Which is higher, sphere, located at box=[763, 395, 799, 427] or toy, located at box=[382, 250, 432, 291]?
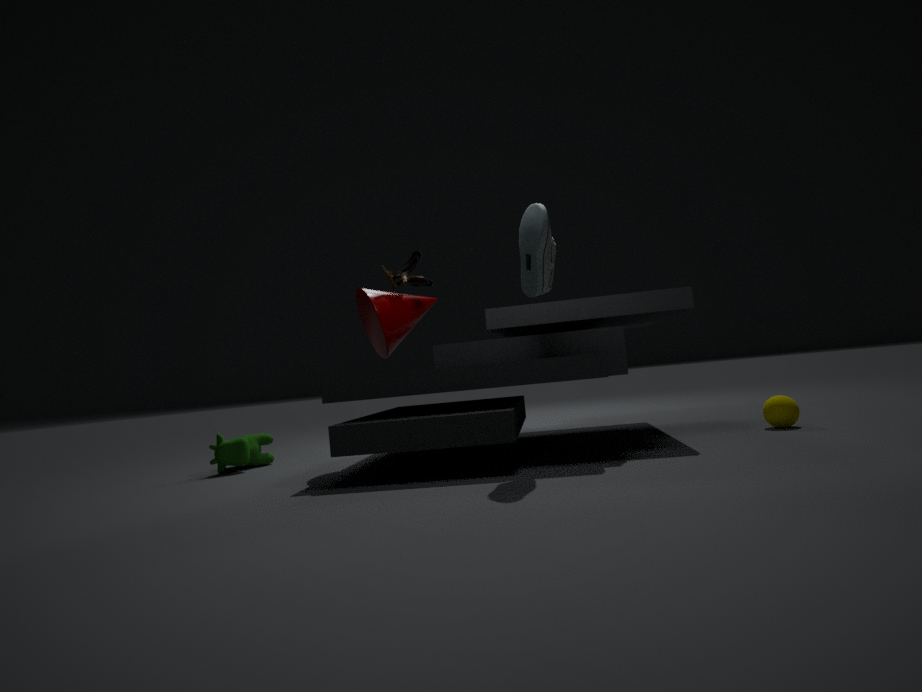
toy, located at box=[382, 250, 432, 291]
